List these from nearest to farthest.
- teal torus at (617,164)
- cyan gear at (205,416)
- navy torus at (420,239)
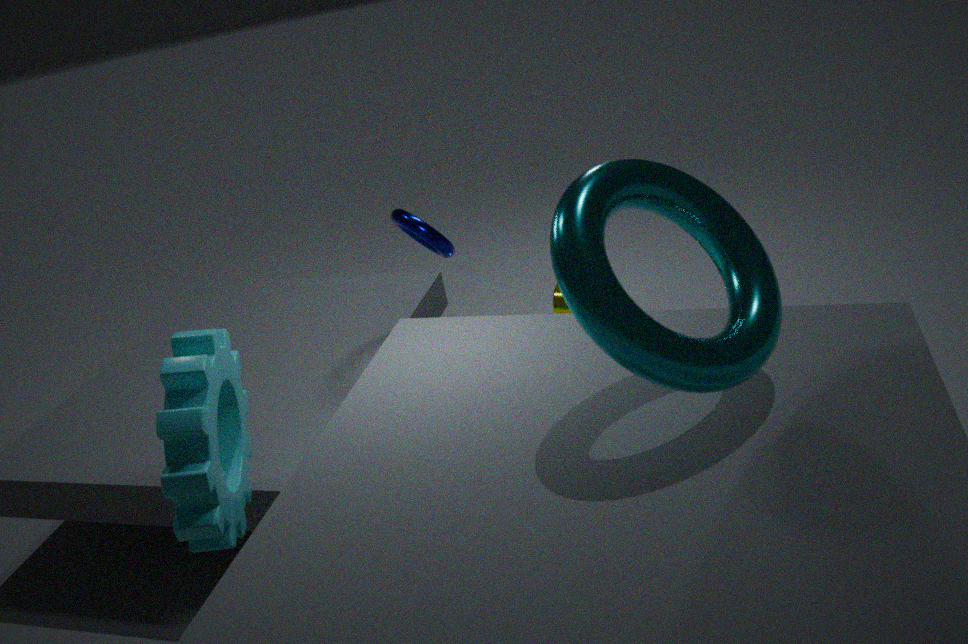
teal torus at (617,164), cyan gear at (205,416), navy torus at (420,239)
